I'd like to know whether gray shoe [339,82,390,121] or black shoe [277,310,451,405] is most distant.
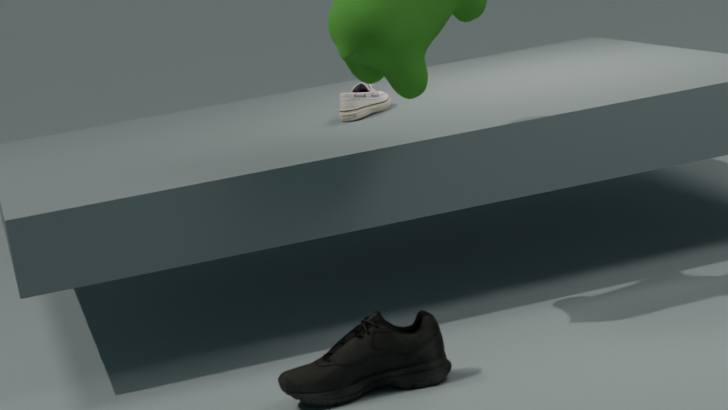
gray shoe [339,82,390,121]
